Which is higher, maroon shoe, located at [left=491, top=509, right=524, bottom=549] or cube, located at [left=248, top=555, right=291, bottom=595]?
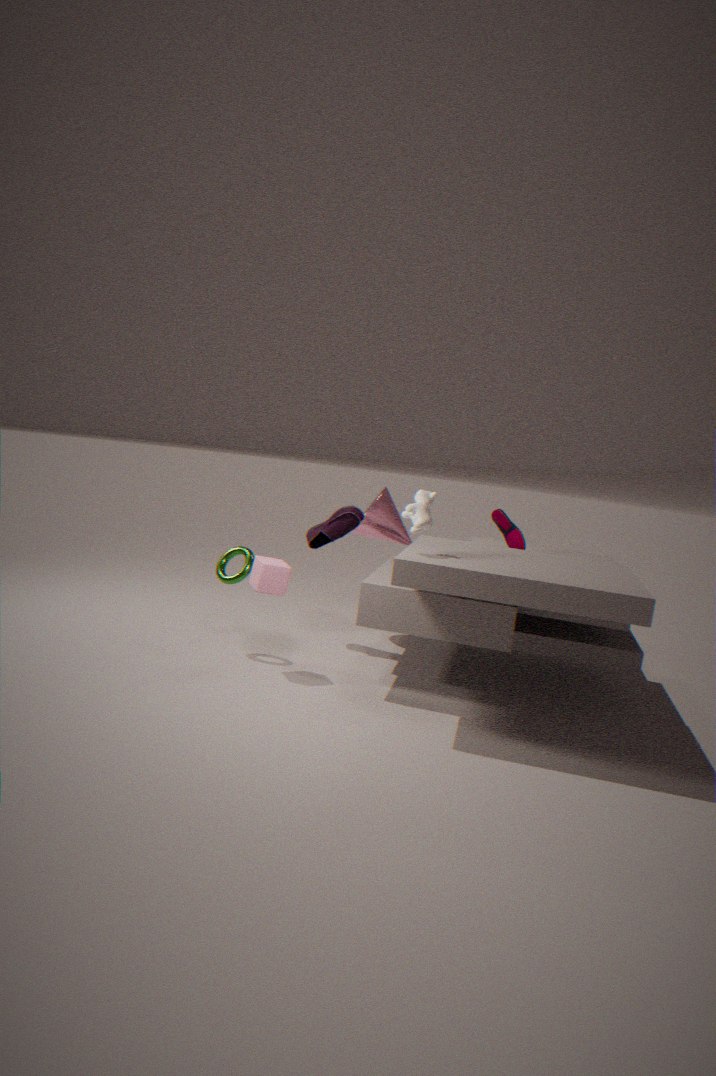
maroon shoe, located at [left=491, top=509, right=524, bottom=549]
